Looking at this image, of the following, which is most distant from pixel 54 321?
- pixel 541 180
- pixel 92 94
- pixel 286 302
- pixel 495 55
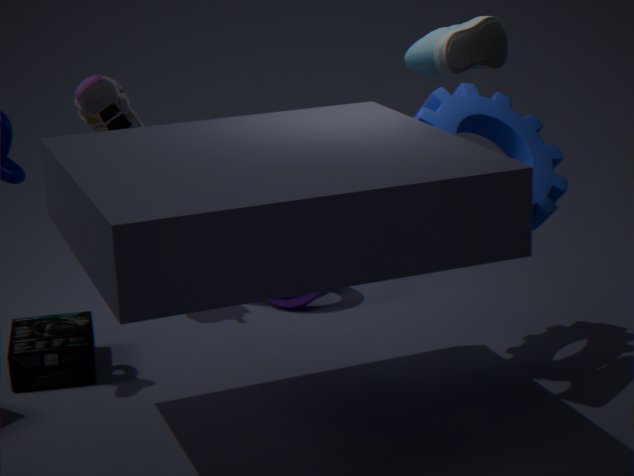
pixel 495 55
